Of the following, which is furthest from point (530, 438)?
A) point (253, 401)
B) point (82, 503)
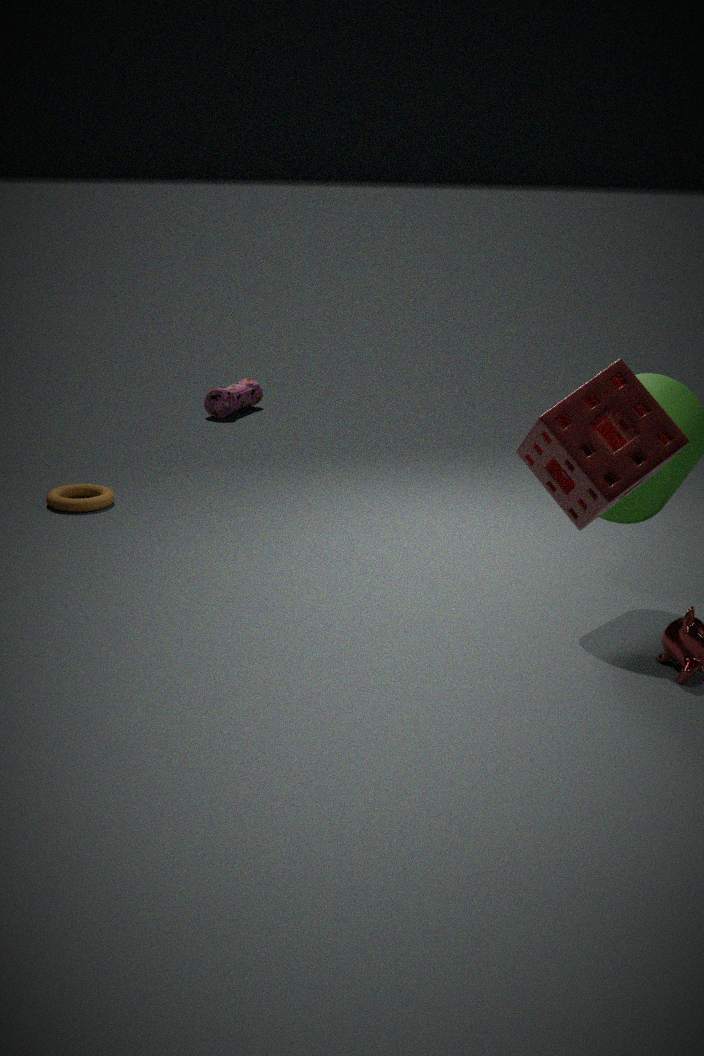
point (253, 401)
